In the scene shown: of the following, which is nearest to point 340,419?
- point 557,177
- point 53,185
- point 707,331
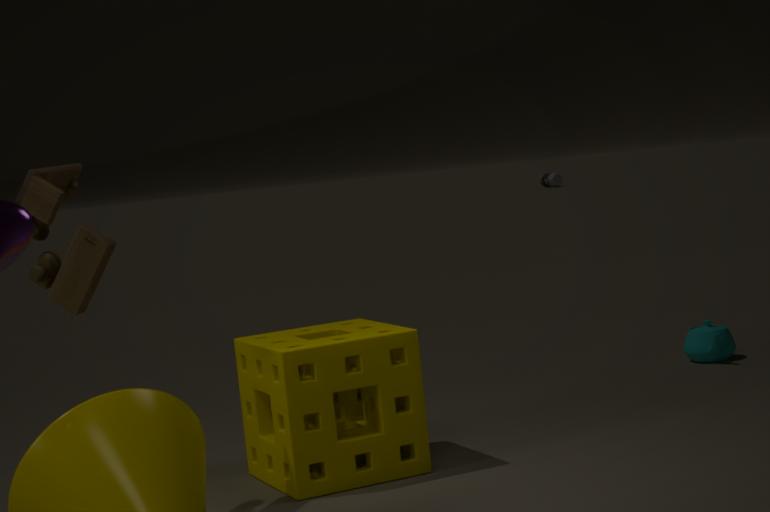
point 53,185
